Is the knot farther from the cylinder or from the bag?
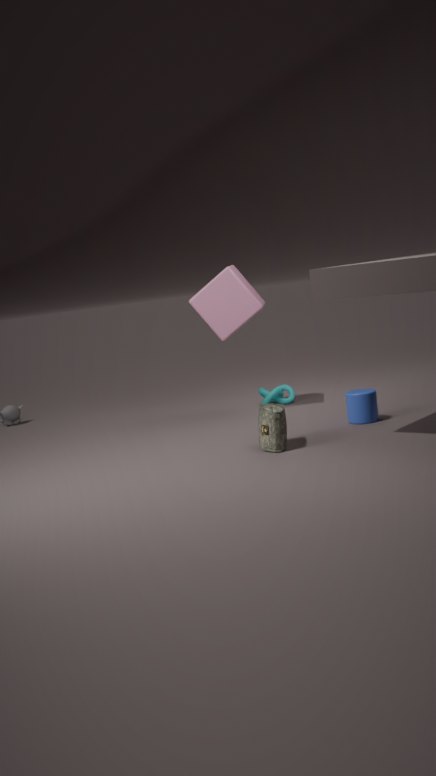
the bag
